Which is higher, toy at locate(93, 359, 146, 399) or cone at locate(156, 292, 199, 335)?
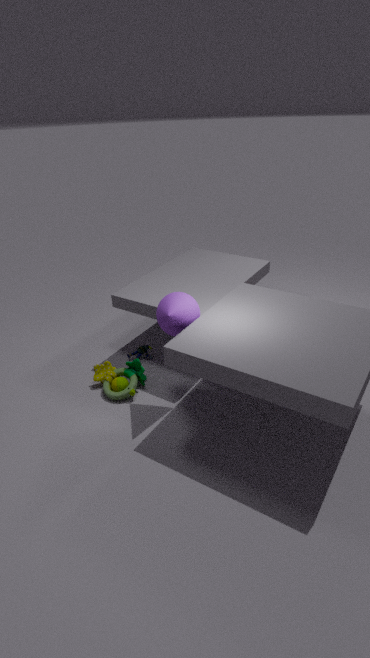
cone at locate(156, 292, 199, 335)
